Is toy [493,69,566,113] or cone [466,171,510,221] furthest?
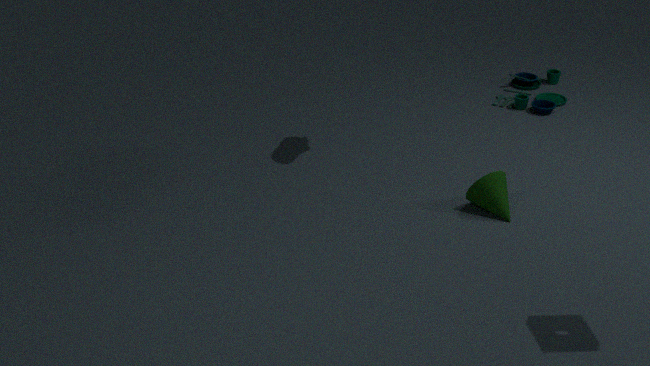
toy [493,69,566,113]
